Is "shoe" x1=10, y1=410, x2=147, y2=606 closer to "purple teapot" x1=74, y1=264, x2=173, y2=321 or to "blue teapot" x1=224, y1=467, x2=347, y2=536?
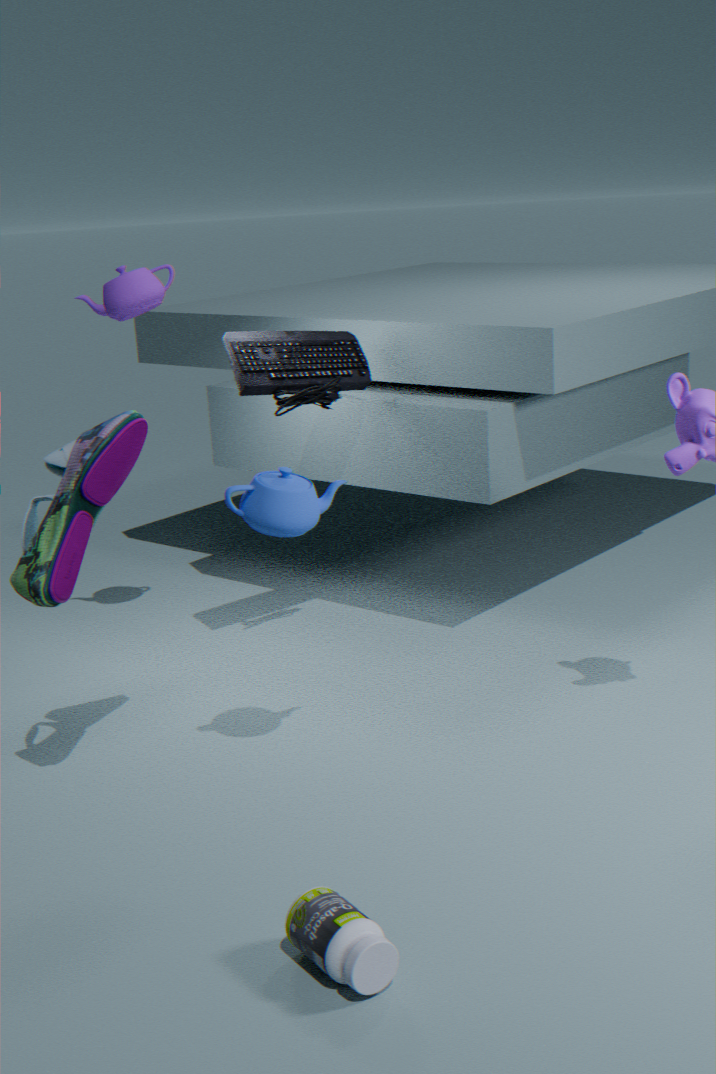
"blue teapot" x1=224, y1=467, x2=347, y2=536
